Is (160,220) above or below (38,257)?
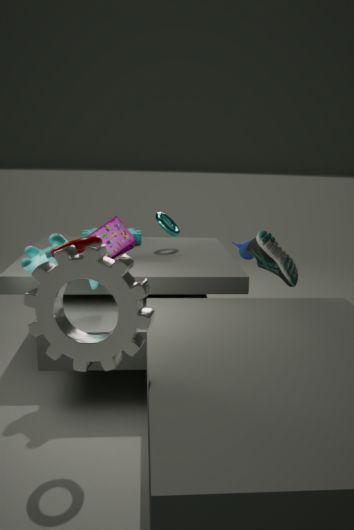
above
